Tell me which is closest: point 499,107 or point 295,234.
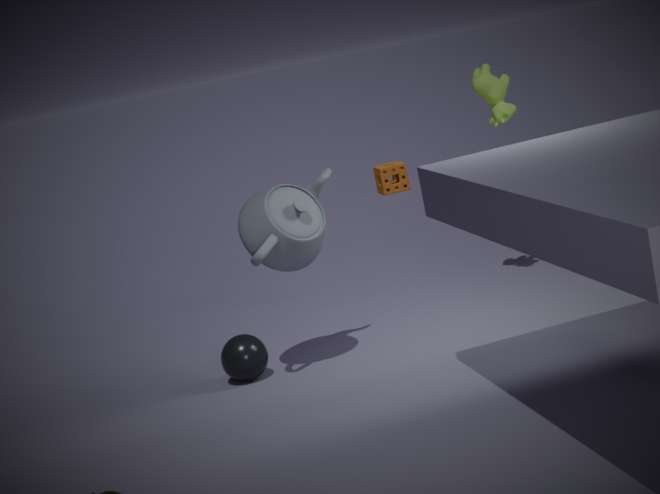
point 295,234
